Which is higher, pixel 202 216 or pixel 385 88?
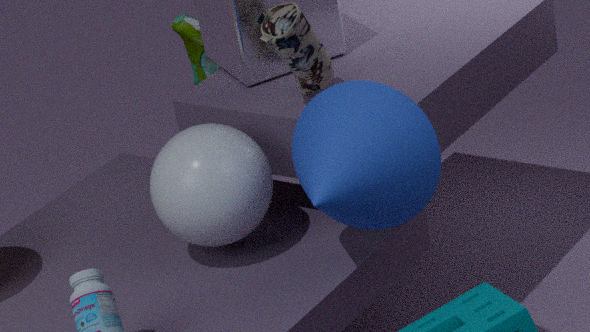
pixel 385 88
